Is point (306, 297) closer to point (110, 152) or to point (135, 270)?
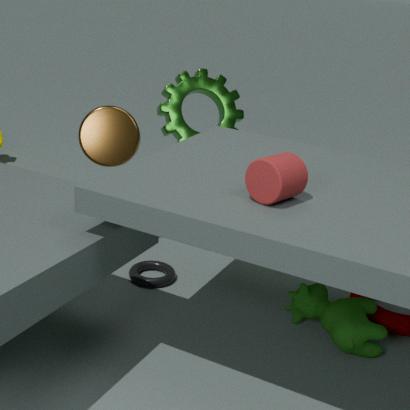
point (135, 270)
